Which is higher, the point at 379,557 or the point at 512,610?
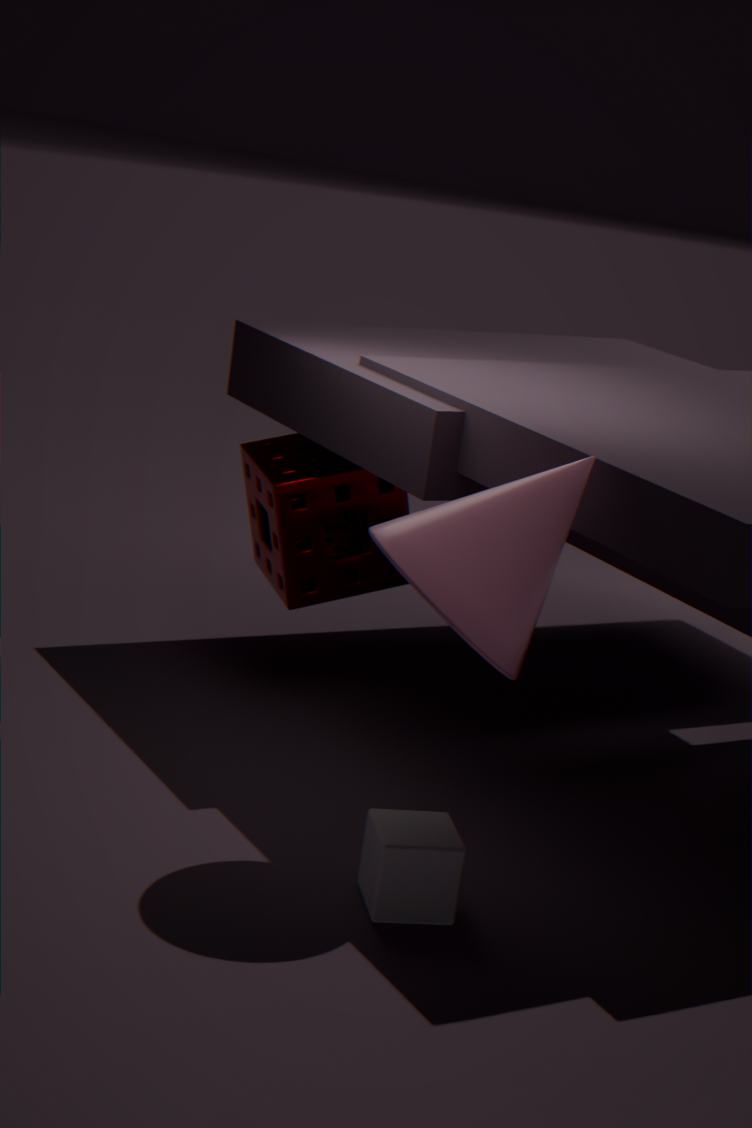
the point at 512,610
